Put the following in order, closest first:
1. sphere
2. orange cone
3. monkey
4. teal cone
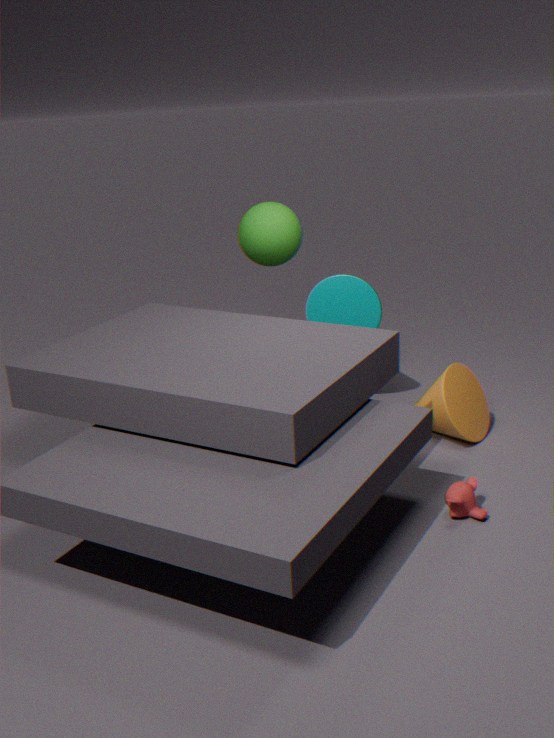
1. monkey
2. orange cone
3. sphere
4. teal cone
